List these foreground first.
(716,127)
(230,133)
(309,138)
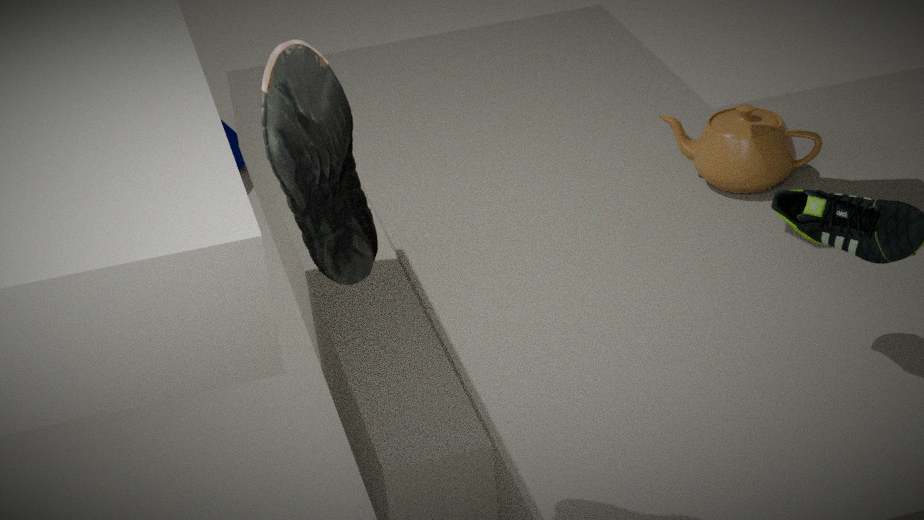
1. (309,138)
2. (716,127)
3. (230,133)
